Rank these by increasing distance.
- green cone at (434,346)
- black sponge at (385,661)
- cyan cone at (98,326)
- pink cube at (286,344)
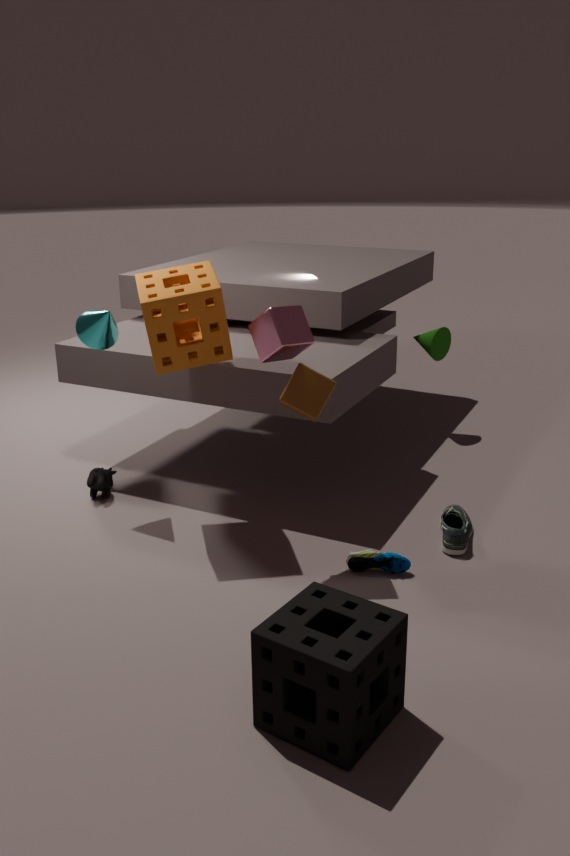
1. black sponge at (385,661)
2. pink cube at (286,344)
3. cyan cone at (98,326)
4. green cone at (434,346)
